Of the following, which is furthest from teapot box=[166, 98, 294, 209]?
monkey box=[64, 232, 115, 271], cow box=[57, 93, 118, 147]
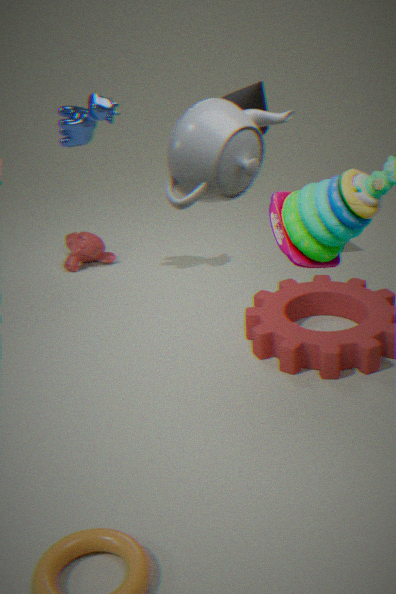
monkey box=[64, 232, 115, 271]
